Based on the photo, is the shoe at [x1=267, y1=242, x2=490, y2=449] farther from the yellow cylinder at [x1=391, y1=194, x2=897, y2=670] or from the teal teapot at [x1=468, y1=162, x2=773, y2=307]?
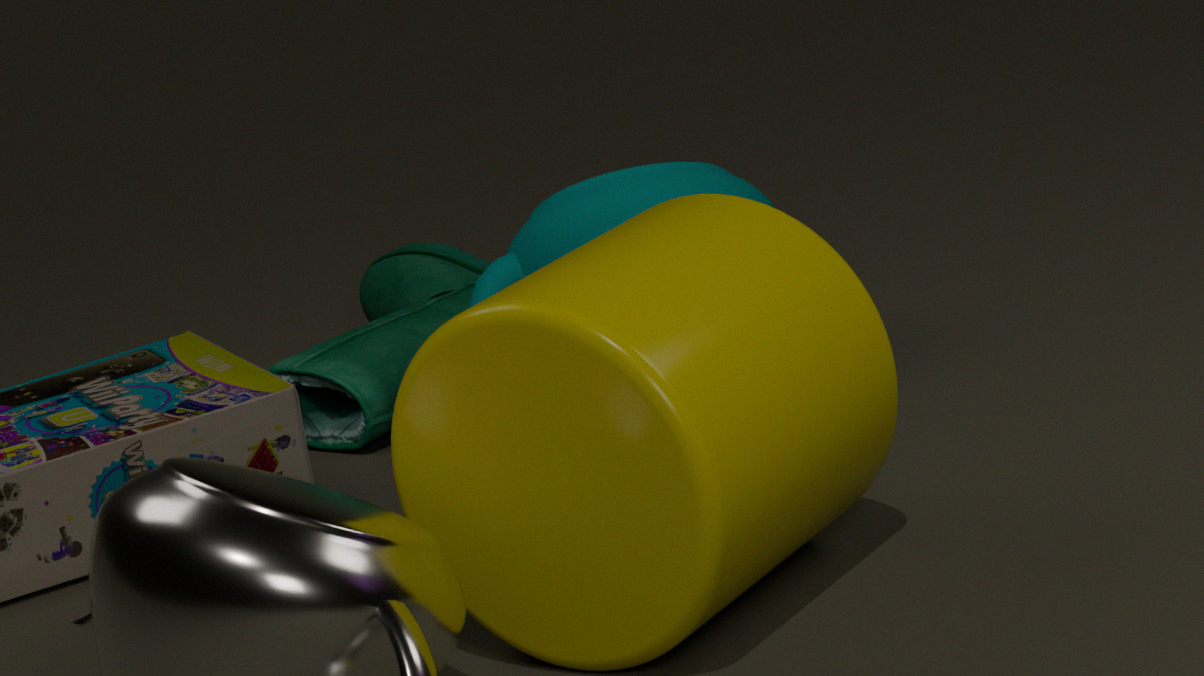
the yellow cylinder at [x1=391, y1=194, x2=897, y2=670]
